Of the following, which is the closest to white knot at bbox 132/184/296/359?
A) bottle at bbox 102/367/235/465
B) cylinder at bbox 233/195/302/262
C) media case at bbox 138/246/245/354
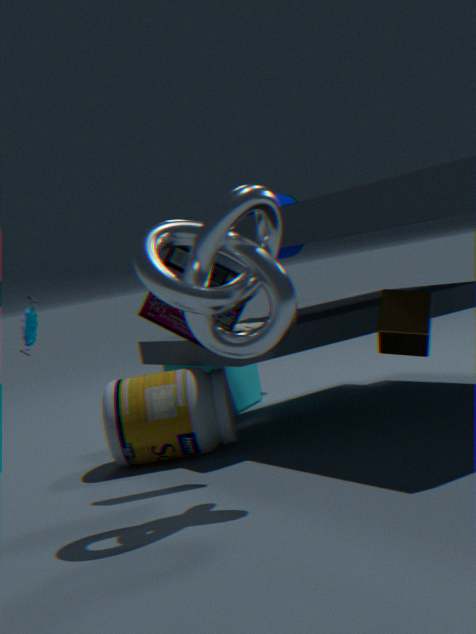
media case at bbox 138/246/245/354
